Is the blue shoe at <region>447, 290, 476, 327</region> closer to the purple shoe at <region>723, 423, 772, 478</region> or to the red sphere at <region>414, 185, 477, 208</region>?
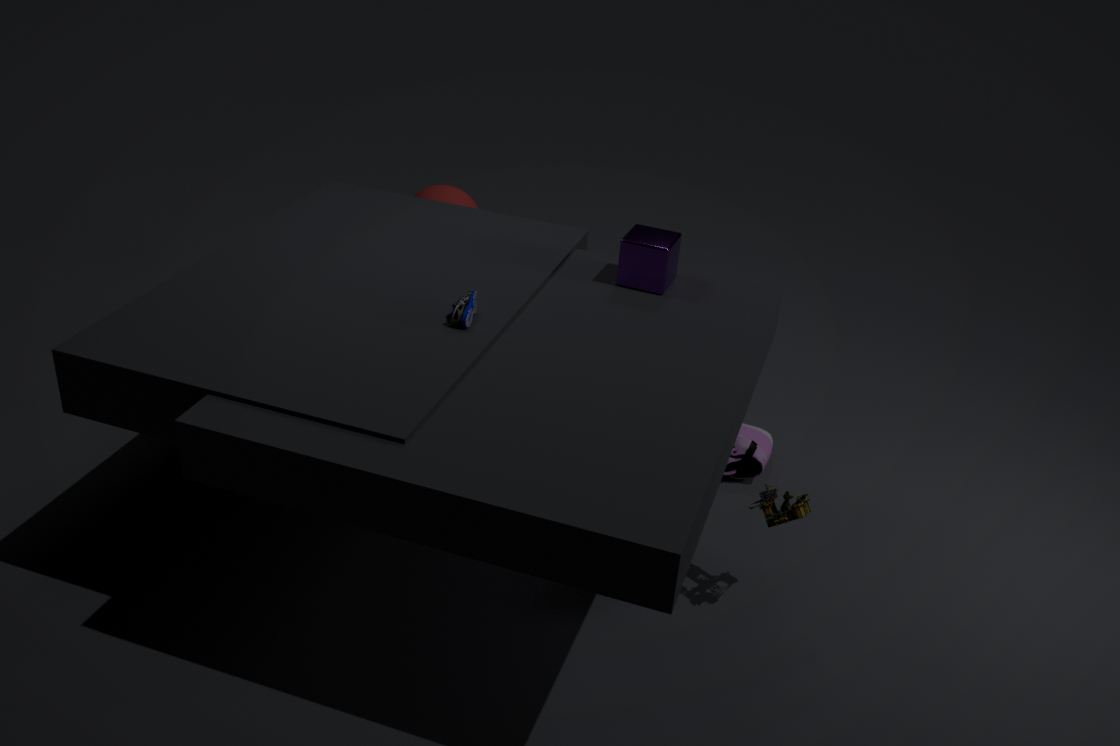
the red sphere at <region>414, 185, 477, 208</region>
